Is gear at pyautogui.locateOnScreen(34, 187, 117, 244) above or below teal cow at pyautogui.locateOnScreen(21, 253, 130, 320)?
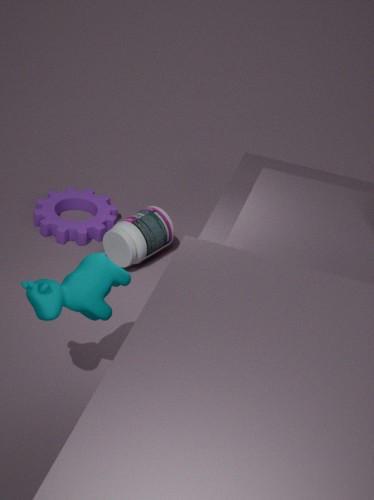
below
